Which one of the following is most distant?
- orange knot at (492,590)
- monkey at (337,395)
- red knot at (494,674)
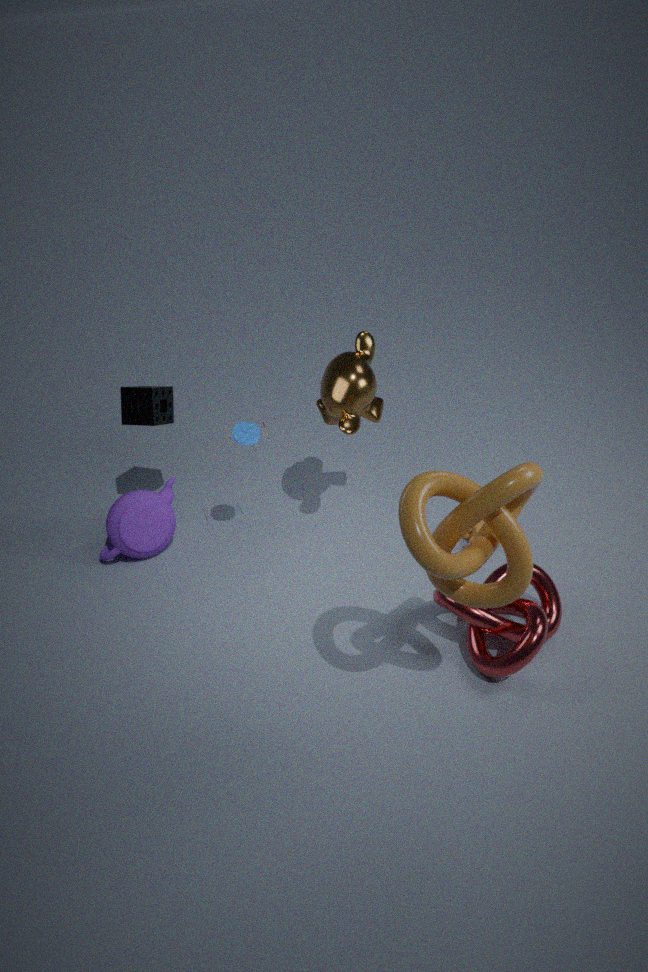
monkey at (337,395)
